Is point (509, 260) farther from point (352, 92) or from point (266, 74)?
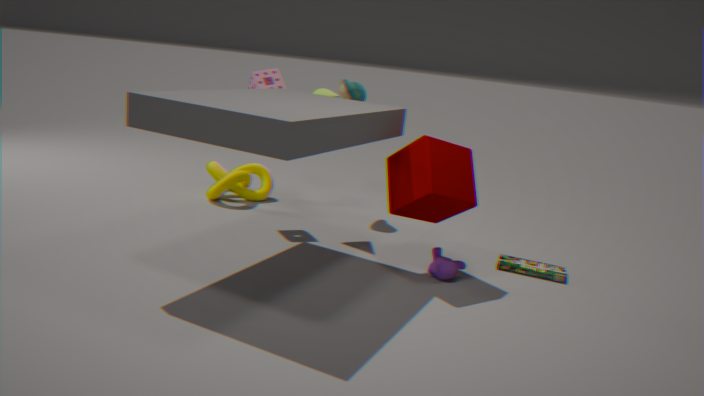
point (266, 74)
